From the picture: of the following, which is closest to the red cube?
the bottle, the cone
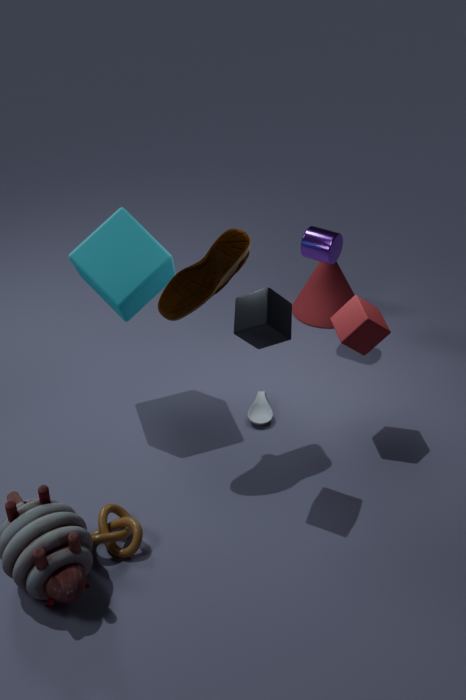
the bottle
